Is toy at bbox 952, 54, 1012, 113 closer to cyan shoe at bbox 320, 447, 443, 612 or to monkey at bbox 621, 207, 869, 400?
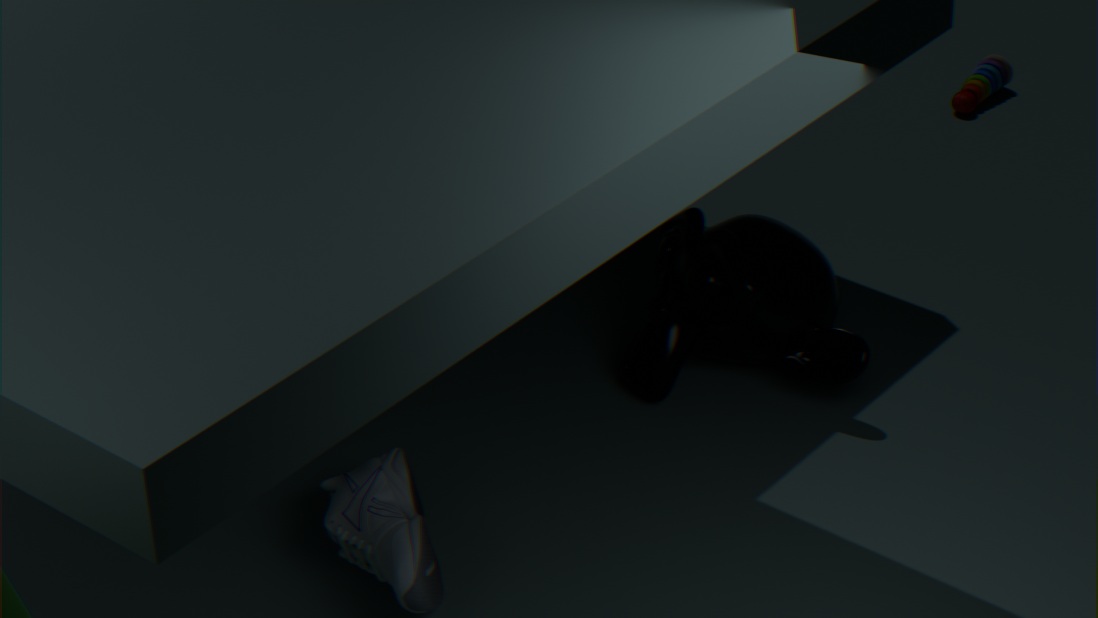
monkey at bbox 621, 207, 869, 400
